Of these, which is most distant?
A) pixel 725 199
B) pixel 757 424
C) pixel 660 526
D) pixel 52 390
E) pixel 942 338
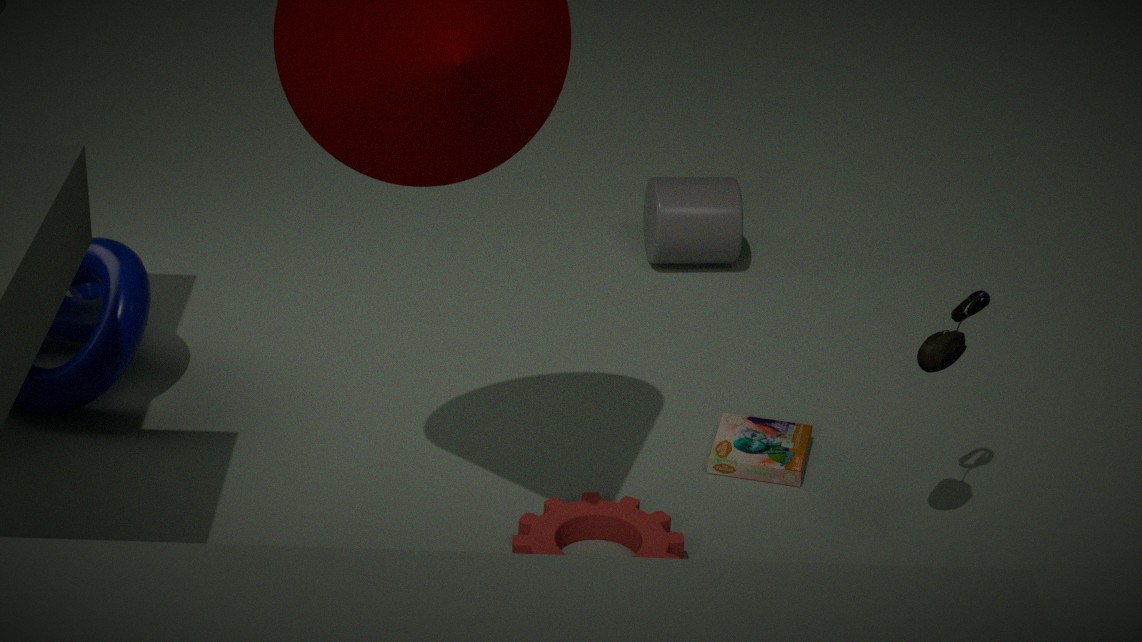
pixel 725 199
